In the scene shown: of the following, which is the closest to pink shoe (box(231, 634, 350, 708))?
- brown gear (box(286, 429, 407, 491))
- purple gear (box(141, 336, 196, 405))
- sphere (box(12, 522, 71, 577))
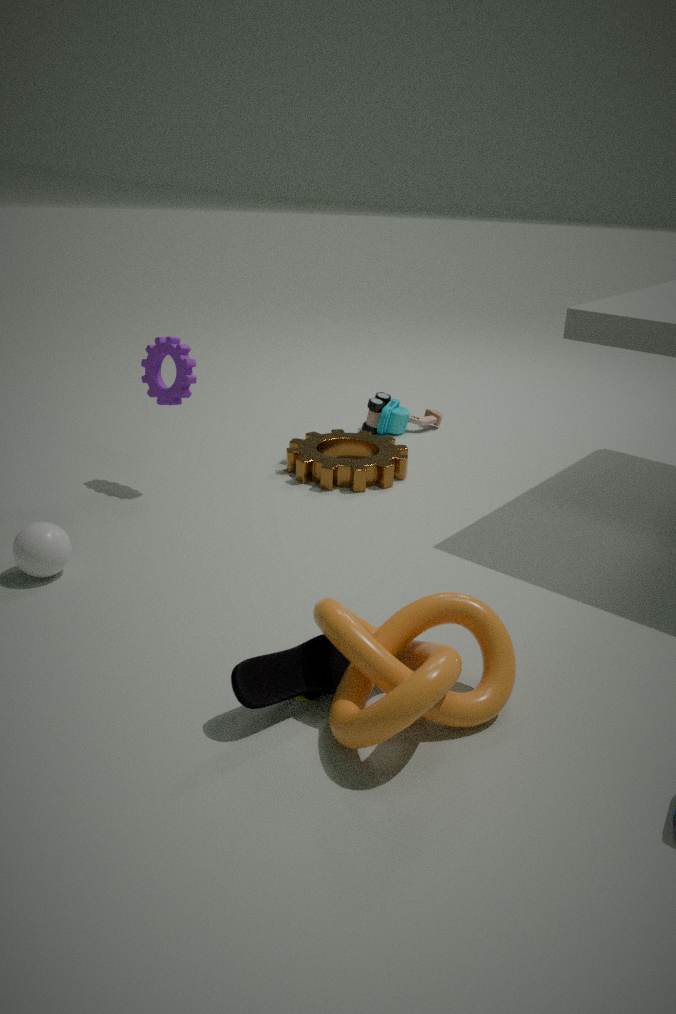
sphere (box(12, 522, 71, 577))
